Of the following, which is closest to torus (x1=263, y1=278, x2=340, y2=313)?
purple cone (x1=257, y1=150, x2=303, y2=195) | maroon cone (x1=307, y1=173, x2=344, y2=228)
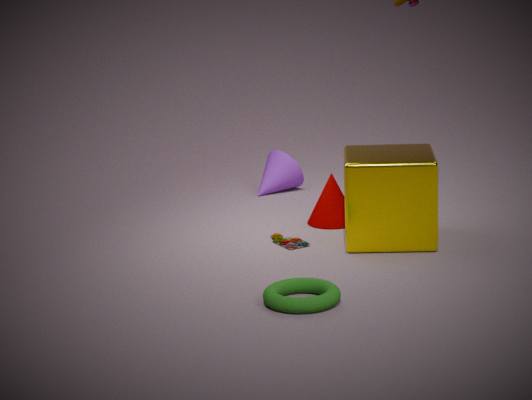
maroon cone (x1=307, y1=173, x2=344, y2=228)
